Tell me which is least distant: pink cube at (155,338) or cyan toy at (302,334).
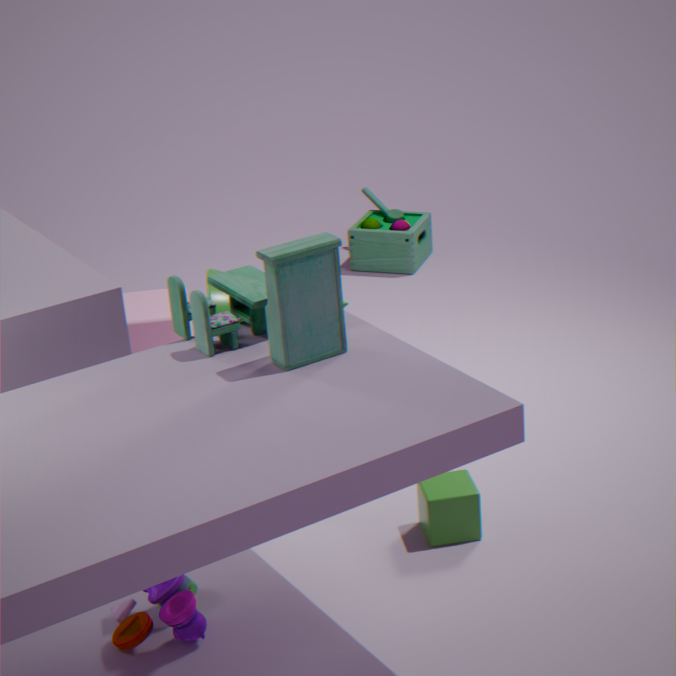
cyan toy at (302,334)
